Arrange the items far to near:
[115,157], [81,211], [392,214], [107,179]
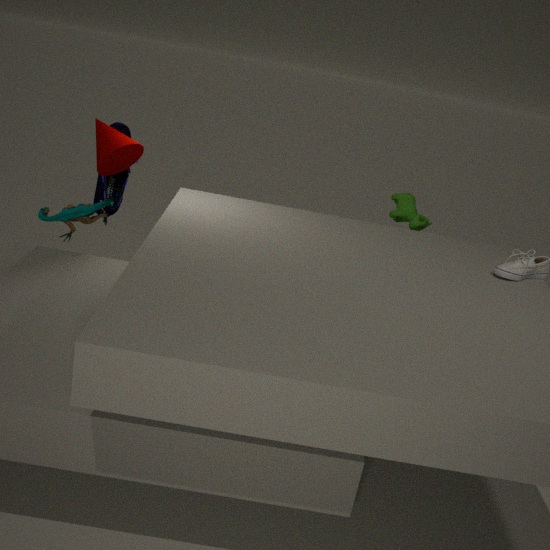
[392,214], [107,179], [81,211], [115,157]
